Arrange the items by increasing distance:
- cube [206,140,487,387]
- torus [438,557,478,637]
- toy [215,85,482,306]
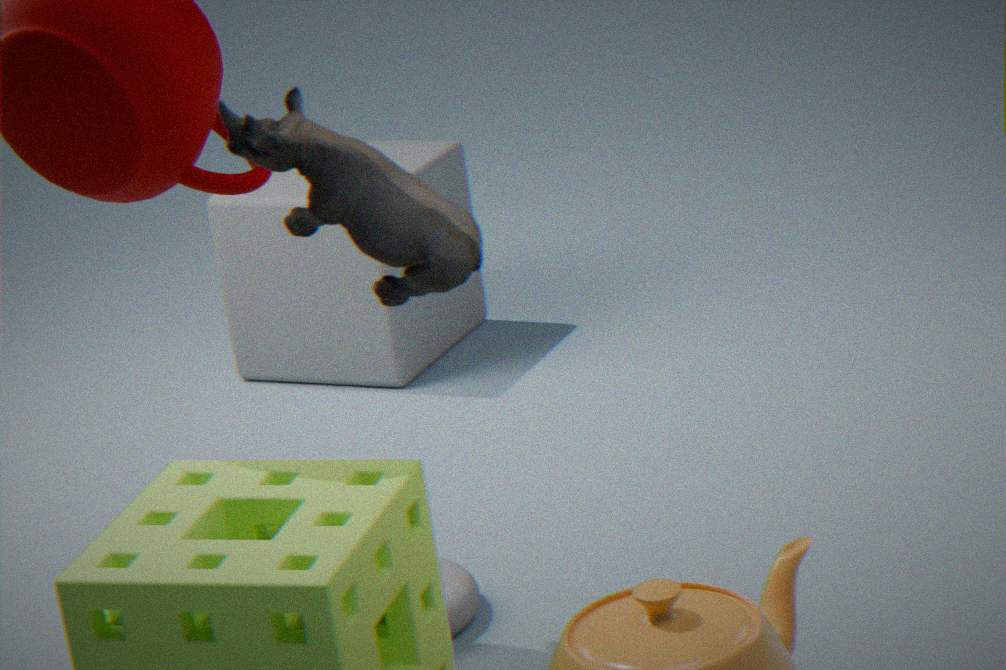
toy [215,85,482,306] < torus [438,557,478,637] < cube [206,140,487,387]
